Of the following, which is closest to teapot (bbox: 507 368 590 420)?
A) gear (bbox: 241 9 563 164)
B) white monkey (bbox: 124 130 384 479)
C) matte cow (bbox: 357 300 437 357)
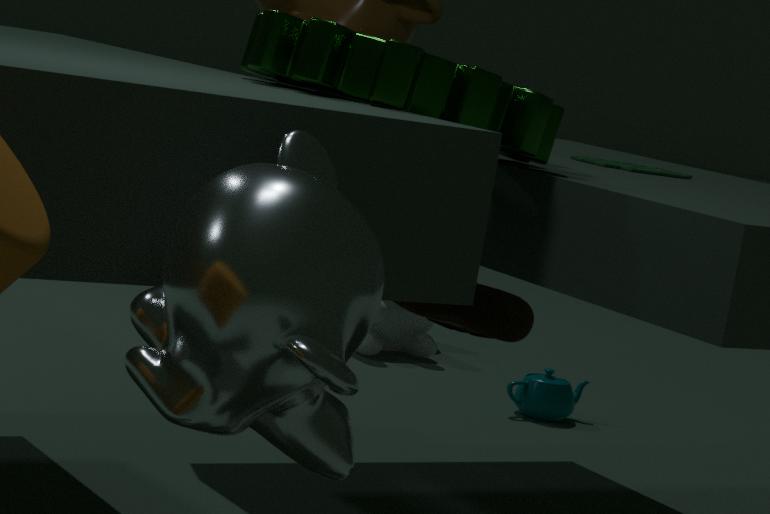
matte cow (bbox: 357 300 437 357)
